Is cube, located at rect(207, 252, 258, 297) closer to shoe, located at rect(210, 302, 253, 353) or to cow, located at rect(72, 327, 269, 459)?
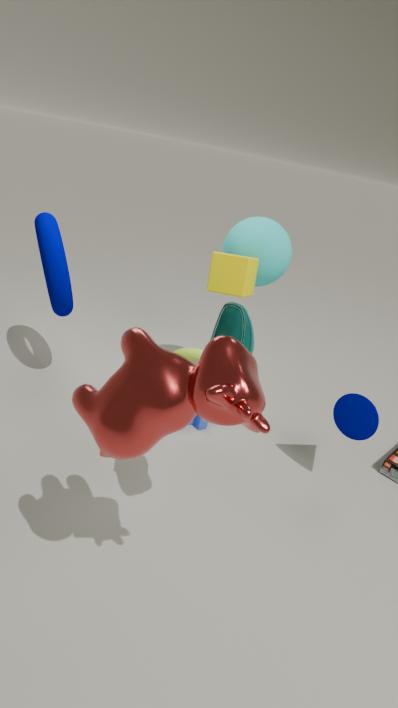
shoe, located at rect(210, 302, 253, 353)
